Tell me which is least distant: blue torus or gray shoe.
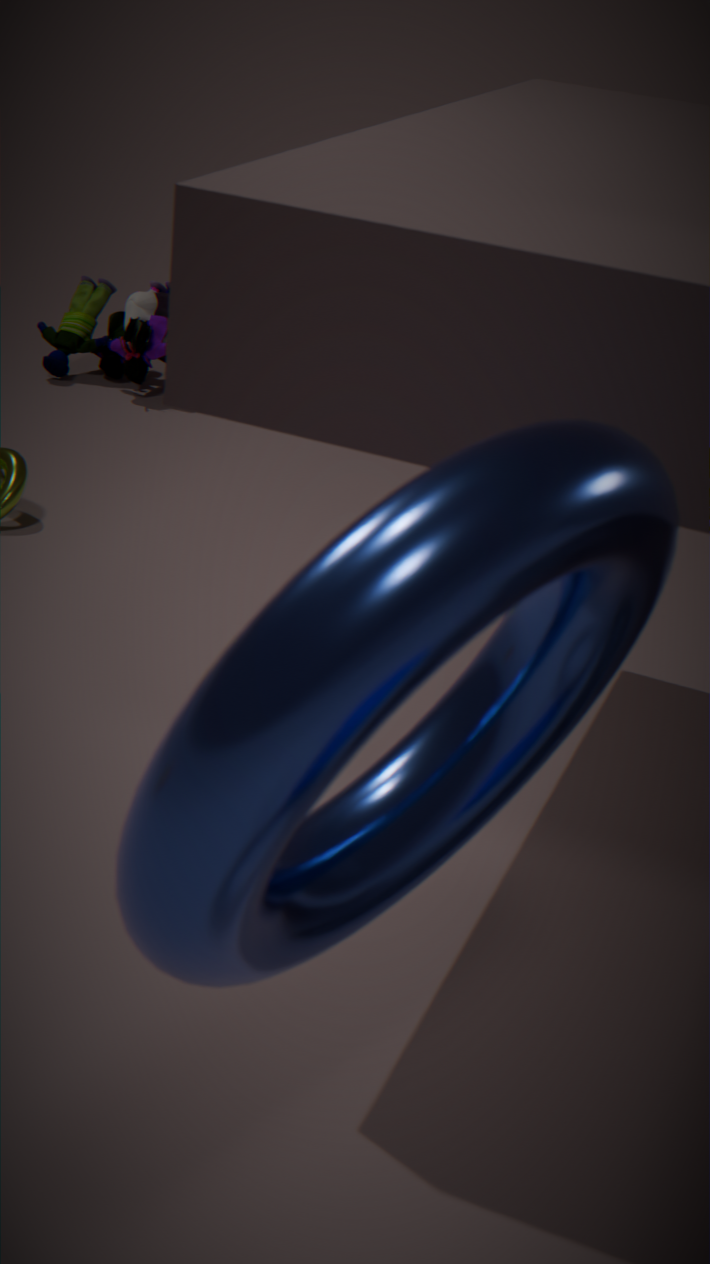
blue torus
